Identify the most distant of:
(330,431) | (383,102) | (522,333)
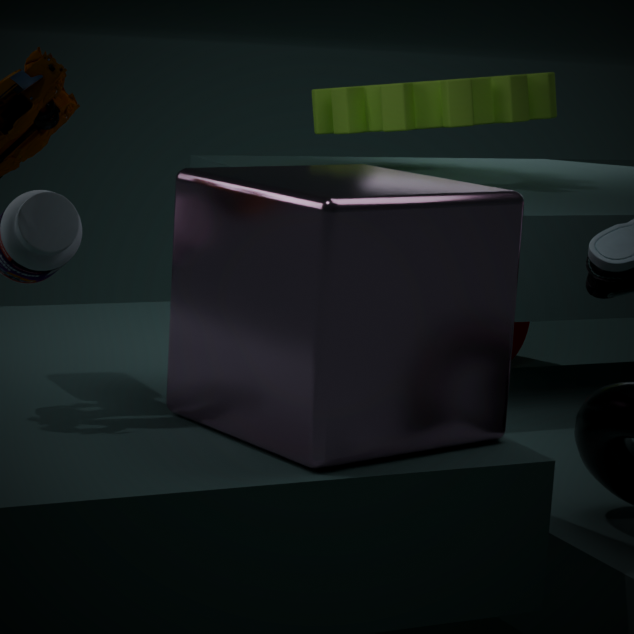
(522,333)
